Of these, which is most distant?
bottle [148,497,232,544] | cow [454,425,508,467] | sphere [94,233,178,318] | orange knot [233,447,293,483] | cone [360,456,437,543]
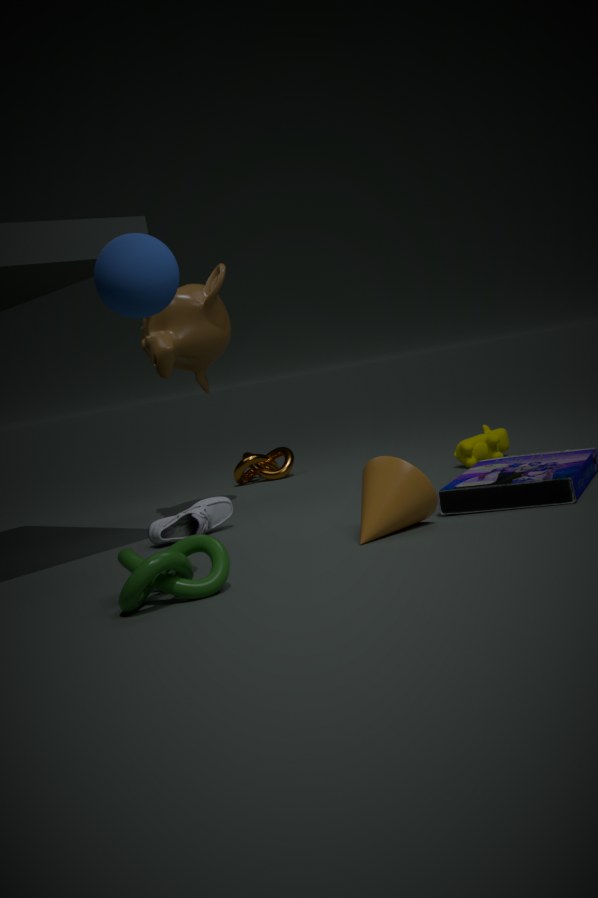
orange knot [233,447,293,483]
